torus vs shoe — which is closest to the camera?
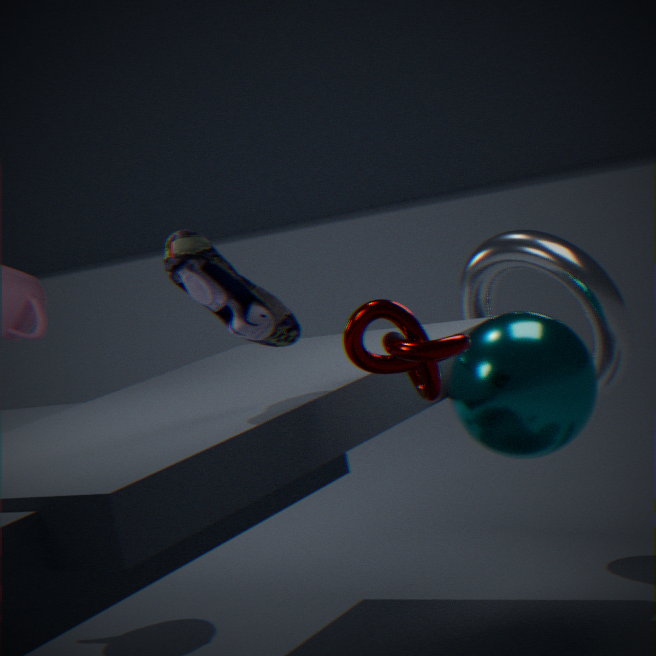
shoe
